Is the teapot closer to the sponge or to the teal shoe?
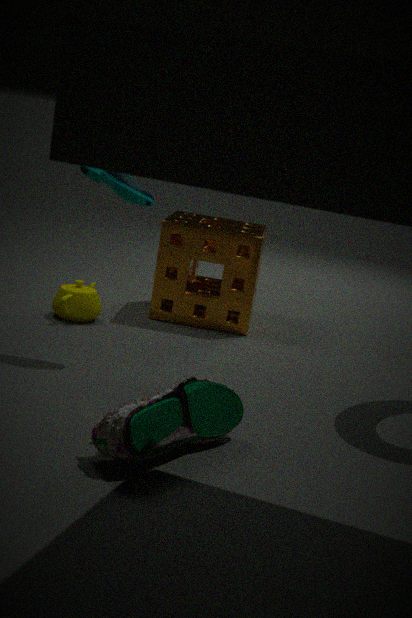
the sponge
